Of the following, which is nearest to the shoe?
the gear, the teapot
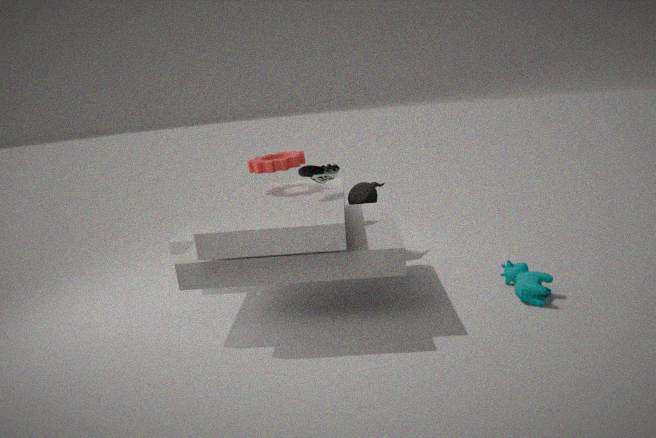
the gear
